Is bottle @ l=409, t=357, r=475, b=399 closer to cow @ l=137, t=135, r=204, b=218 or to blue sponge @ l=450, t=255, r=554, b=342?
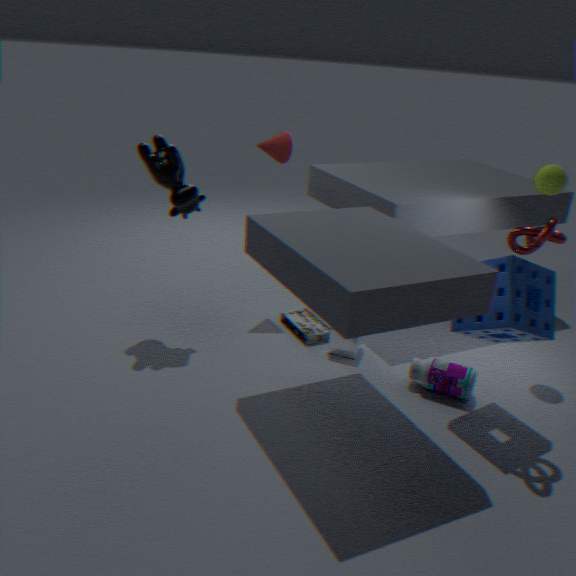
blue sponge @ l=450, t=255, r=554, b=342
